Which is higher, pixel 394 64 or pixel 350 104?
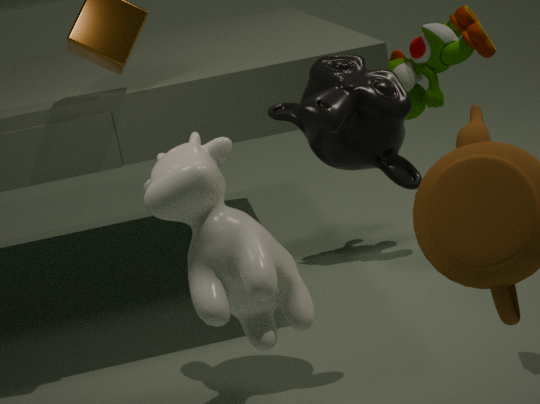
pixel 350 104
